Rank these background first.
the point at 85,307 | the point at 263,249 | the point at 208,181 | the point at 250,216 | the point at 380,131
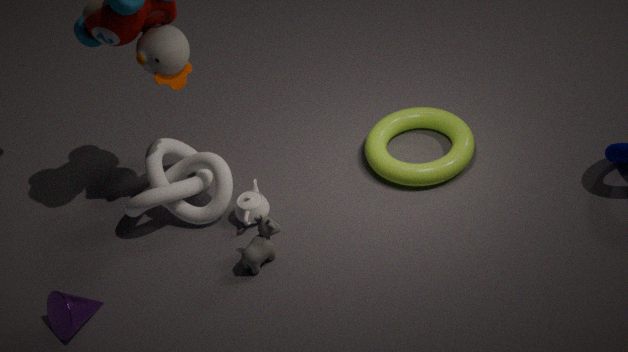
the point at 380,131
the point at 208,181
the point at 250,216
the point at 263,249
the point at 85,307
